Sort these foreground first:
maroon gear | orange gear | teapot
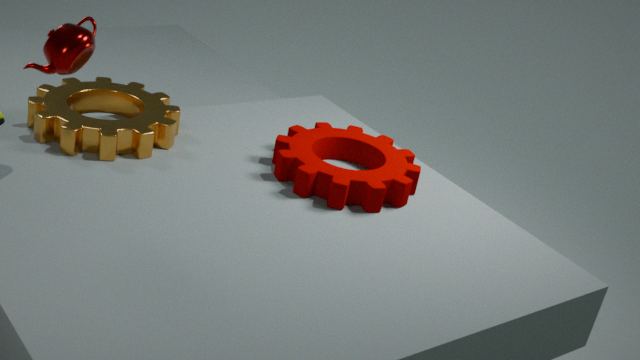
1. teapot
2. maroon gear
3. orange gear
